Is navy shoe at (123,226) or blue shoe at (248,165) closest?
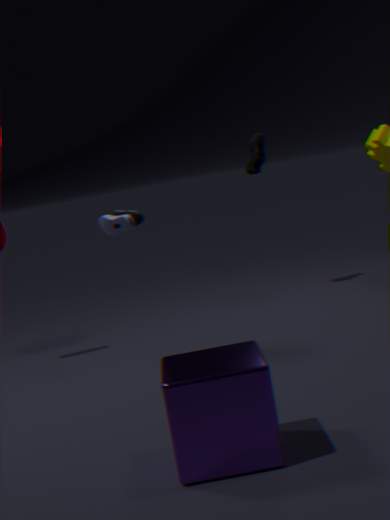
navy shoe at (123,226)
